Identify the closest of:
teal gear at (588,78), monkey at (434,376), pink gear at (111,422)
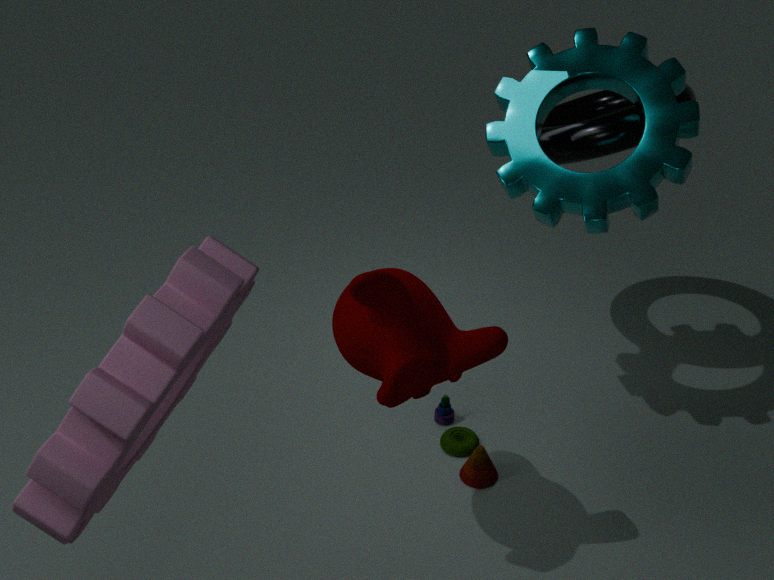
pink gear at (111,422)
